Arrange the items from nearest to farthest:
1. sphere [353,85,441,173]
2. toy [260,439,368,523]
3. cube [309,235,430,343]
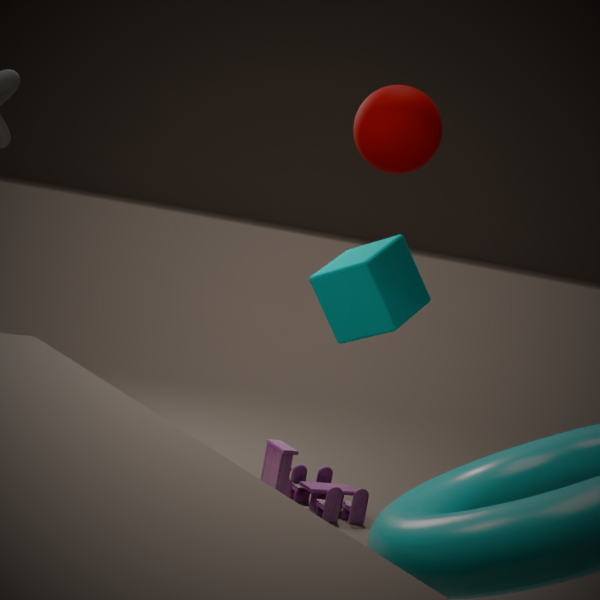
1. sphere [353,85,441,173]
2. cube [309,235,430,343]
3. toy [260,439,368,523]
